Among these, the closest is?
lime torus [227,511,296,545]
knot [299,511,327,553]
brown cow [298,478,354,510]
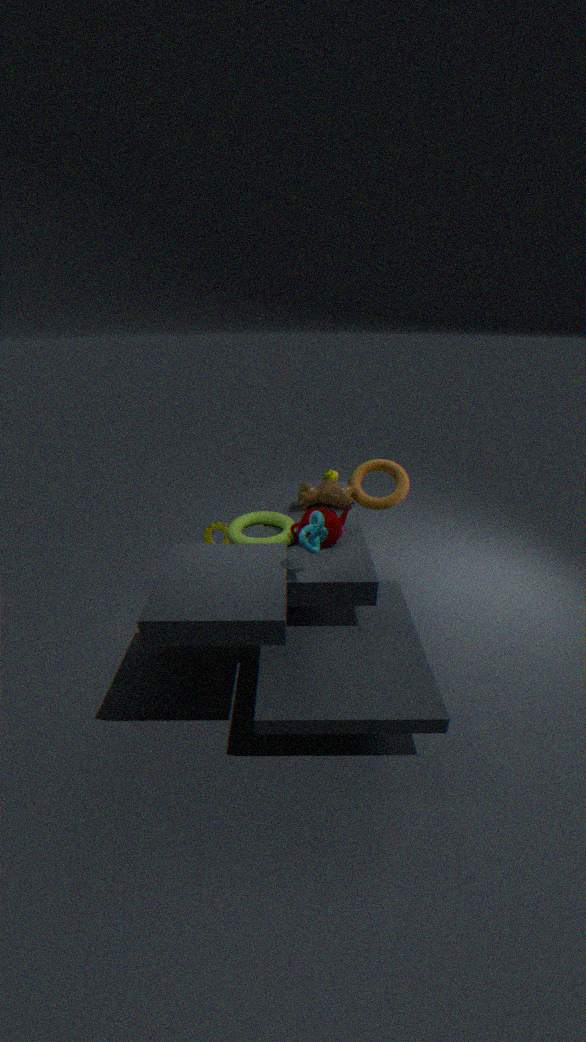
knot [299,511,327,553]
